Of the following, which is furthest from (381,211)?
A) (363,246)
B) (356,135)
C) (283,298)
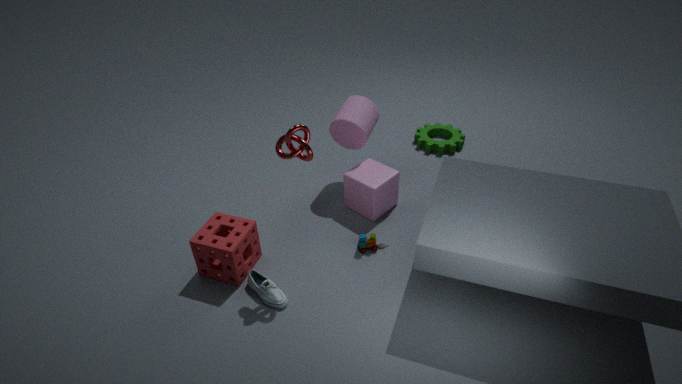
(283,298)
